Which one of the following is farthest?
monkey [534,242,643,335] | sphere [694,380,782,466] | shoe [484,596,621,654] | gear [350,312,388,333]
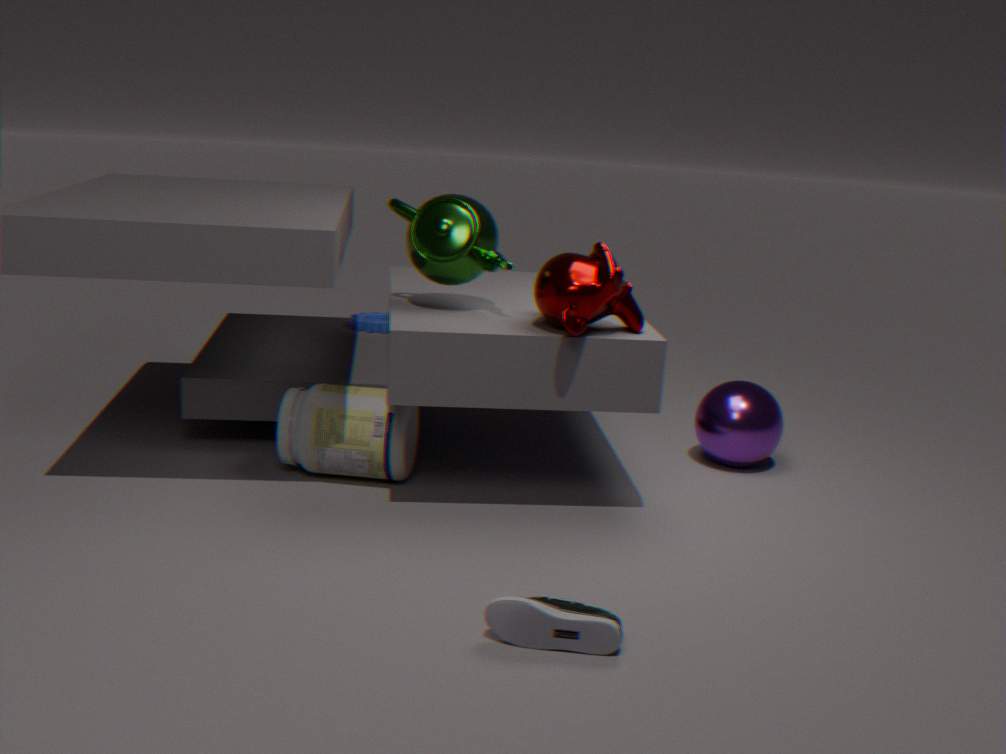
gear [350,312,388,333]
